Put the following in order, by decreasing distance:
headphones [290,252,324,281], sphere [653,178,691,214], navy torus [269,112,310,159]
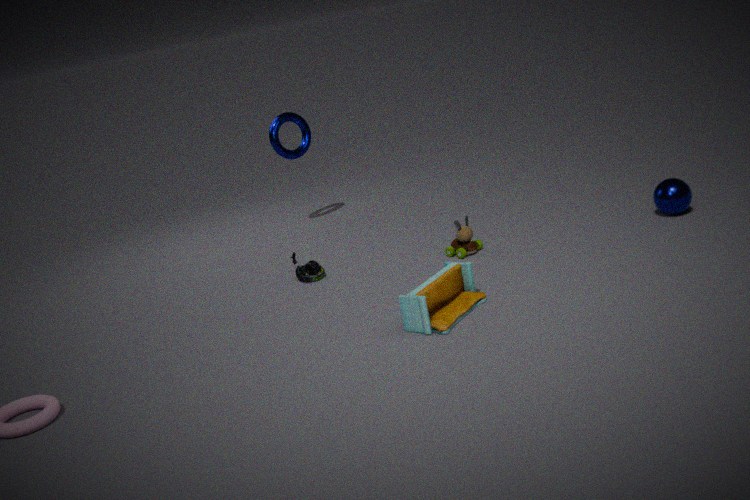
navy torus [269,112,310,159], headphones [290,252,324,281], sphere [653,178,691,214]
